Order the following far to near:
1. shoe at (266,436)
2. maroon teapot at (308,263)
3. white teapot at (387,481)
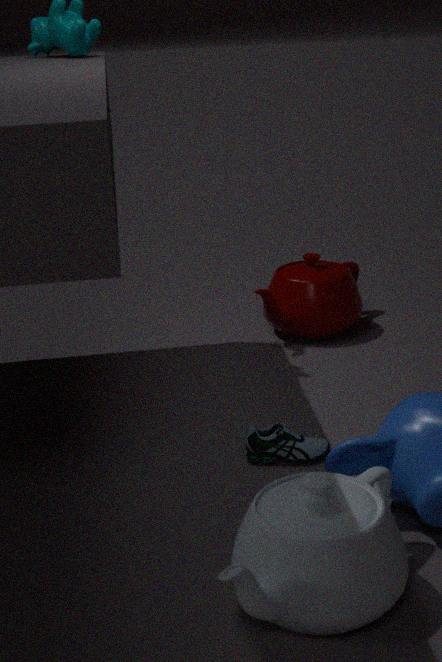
maroon teapot at (308,263) < shoe at (266,436) < white teapot at (387,481)
